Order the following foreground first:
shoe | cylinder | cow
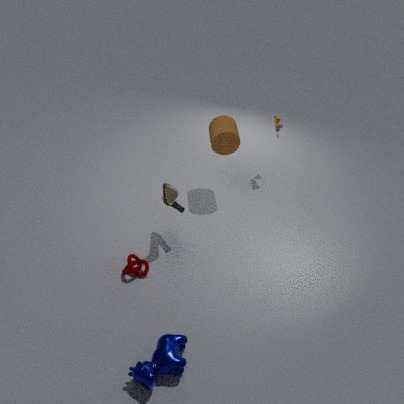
1. cow
2. shoe
3. cylinder
